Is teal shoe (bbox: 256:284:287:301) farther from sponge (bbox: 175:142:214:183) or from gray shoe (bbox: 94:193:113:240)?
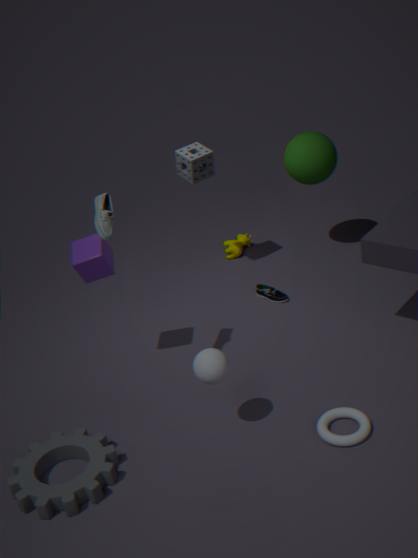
gray shoe (bbox: 94:193:113:240)
